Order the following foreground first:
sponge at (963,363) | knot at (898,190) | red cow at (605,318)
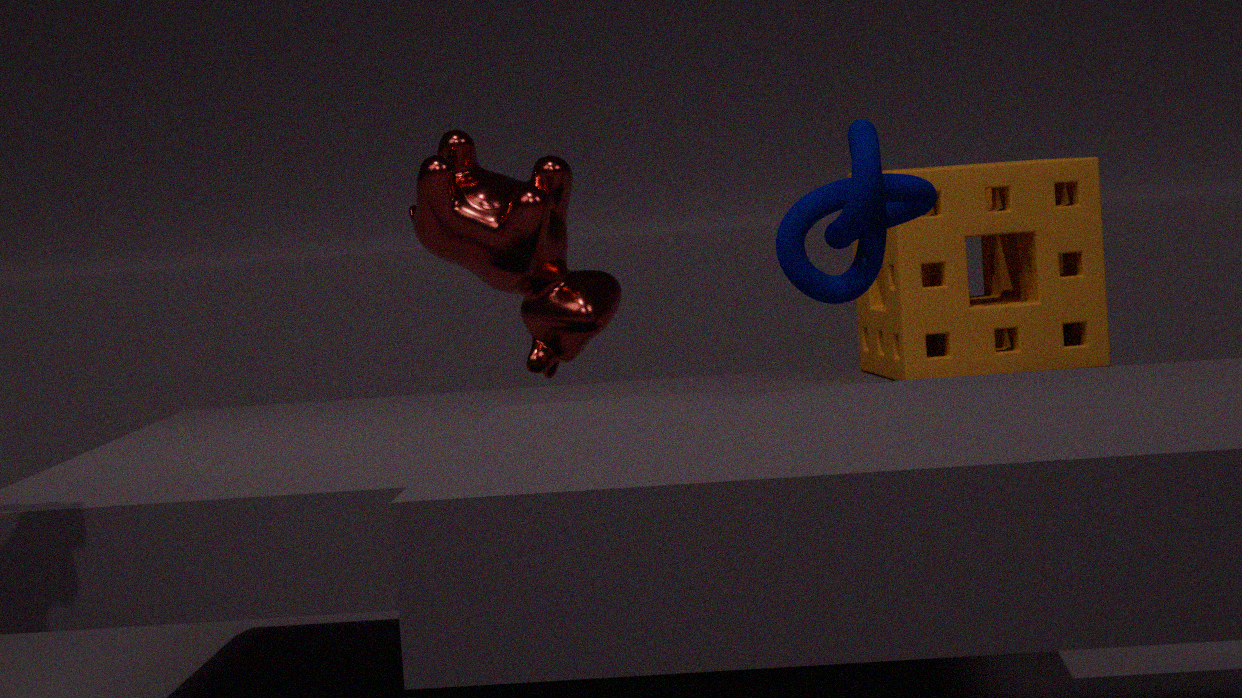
knot at (898,190), sponge at (963,363), red cow at (605,318)
